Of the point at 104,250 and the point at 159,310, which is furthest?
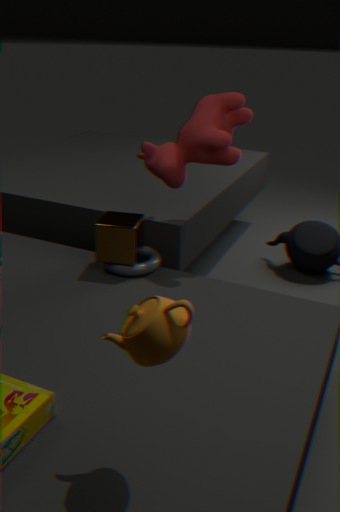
the point at 104,250
